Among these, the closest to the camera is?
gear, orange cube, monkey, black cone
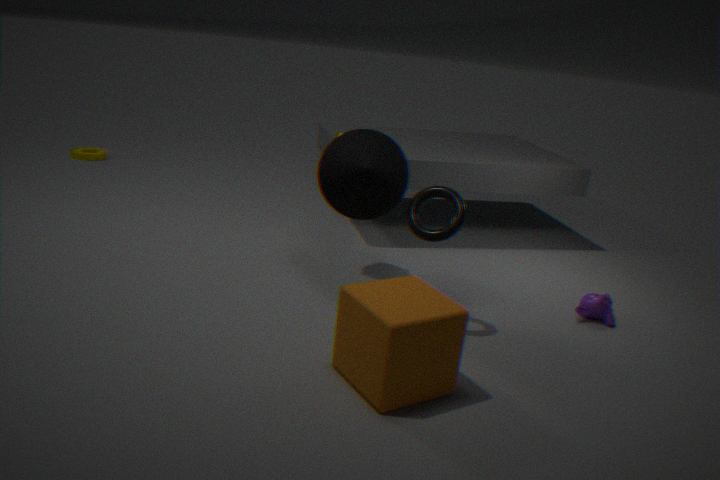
orange cube
